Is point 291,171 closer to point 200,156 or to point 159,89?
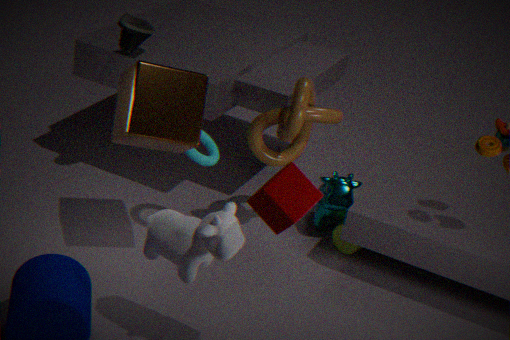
point 159,89
